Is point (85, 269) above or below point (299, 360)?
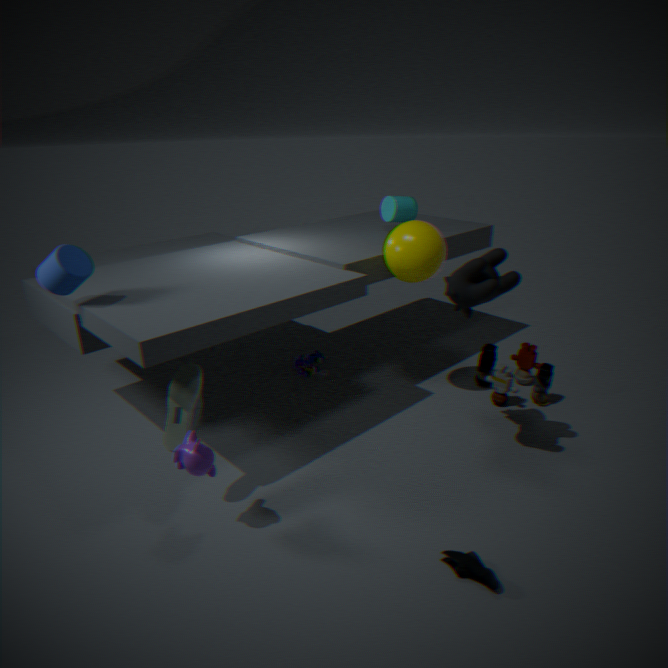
above
